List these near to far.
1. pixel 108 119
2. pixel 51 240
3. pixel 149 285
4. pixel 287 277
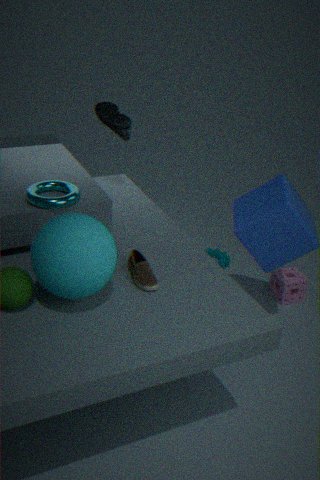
pixel 51 240 < pixel 149 285 < pixel 108 119 < pixel 287 277
